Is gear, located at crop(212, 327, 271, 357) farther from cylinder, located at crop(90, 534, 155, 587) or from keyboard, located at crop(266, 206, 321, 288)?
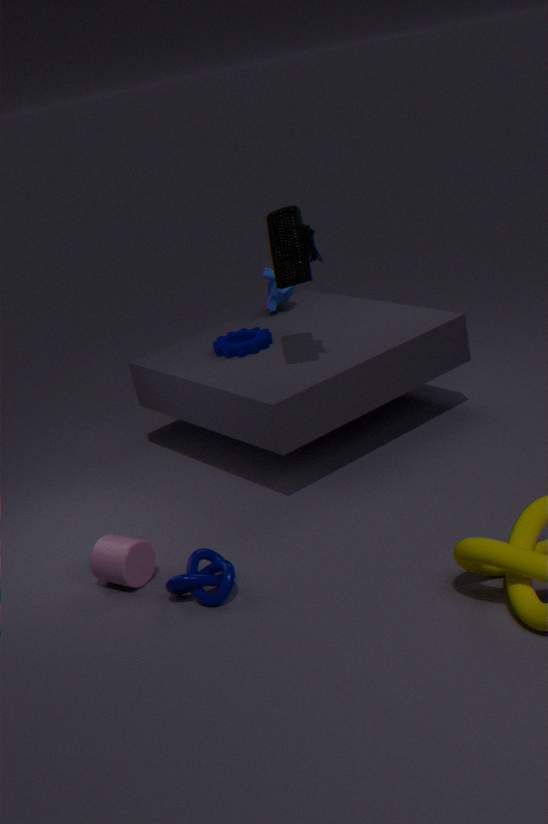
cylinder, located at crop(90, 534, 155, 587)
